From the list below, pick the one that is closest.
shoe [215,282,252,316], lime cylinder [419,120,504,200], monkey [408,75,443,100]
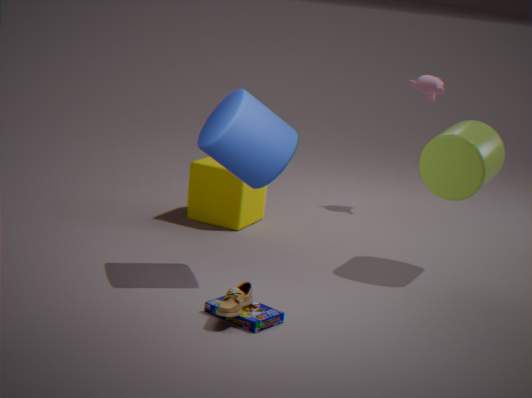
shoe [215,282,252,316]
